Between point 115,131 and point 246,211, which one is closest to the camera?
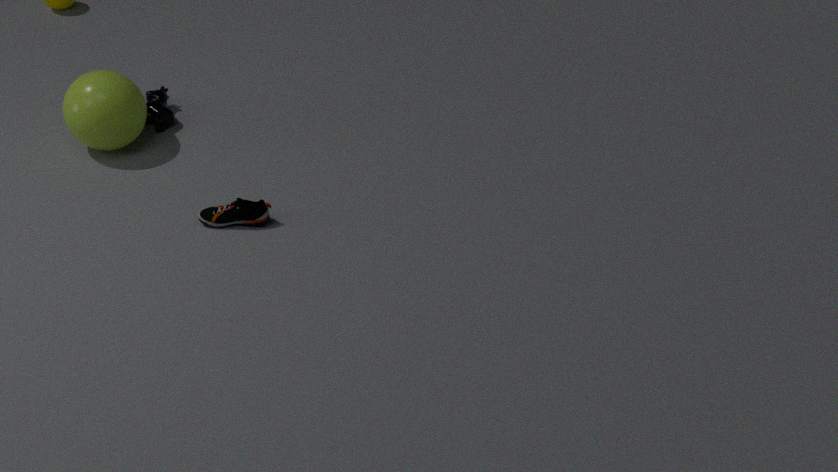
point 246,211
